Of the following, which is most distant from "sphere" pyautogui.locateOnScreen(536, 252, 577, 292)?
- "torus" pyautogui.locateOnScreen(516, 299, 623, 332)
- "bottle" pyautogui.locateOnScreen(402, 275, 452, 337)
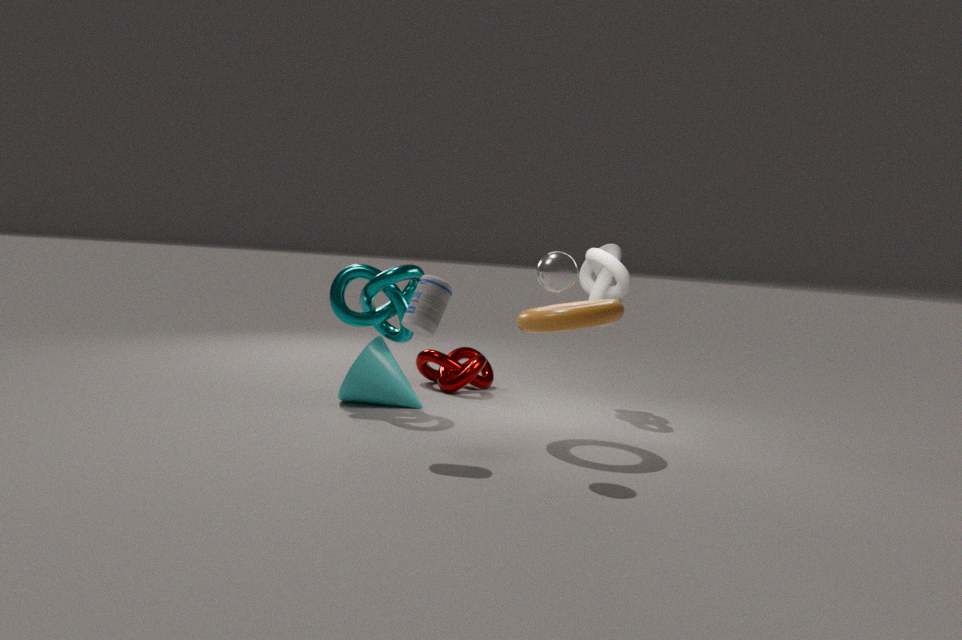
"bottle" pyautogui.locateOnScreen(402, 275, 452, 337)
